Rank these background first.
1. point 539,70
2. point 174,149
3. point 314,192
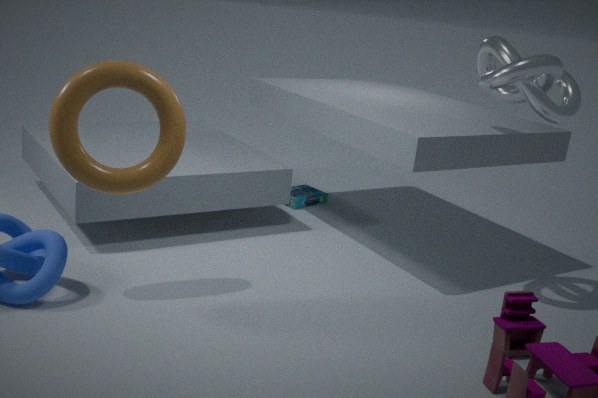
1. point 314,192
2. point 539,70
3. point 174,149
